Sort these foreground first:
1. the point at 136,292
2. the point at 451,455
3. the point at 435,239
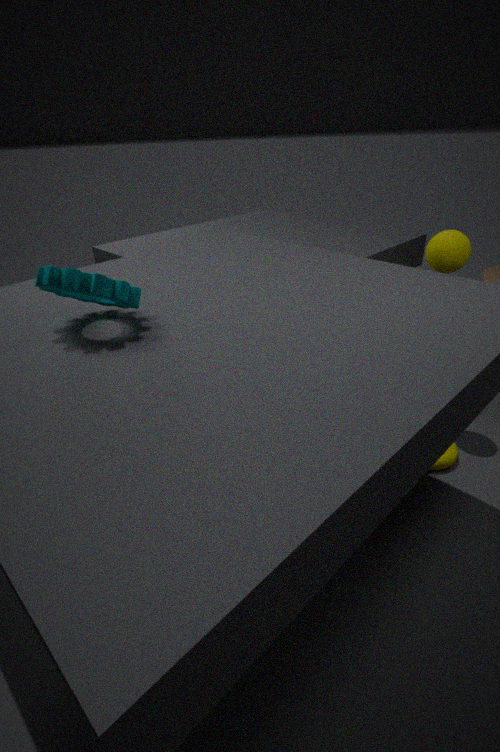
the point at 136,292 < the point at 435,239 < the point at 451,455
